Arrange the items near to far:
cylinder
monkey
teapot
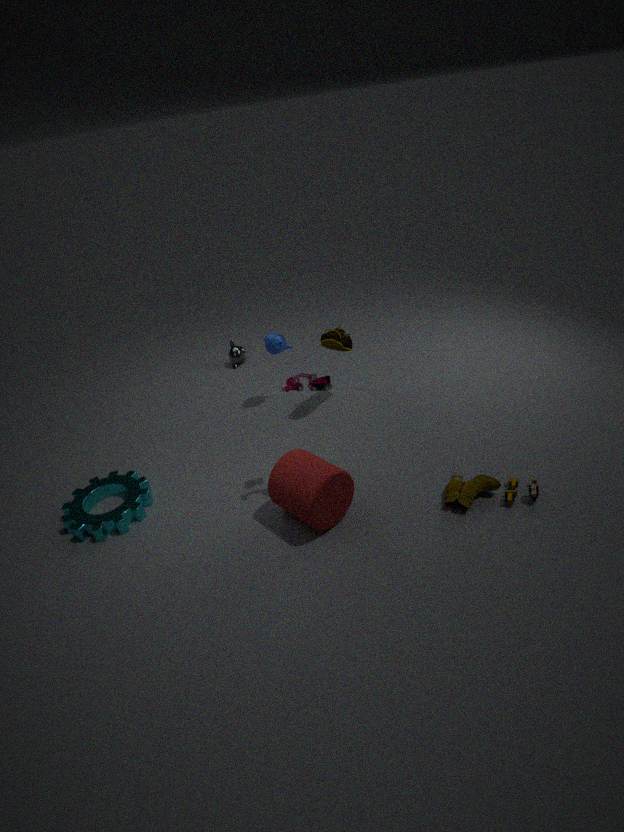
cylinder < teapot < monkey
